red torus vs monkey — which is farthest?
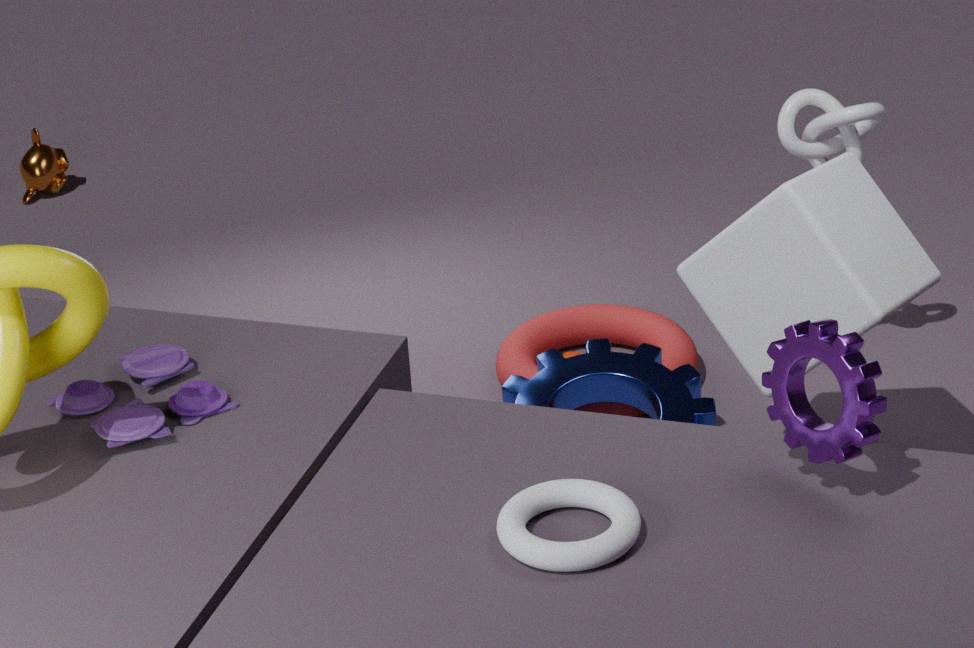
monkey
